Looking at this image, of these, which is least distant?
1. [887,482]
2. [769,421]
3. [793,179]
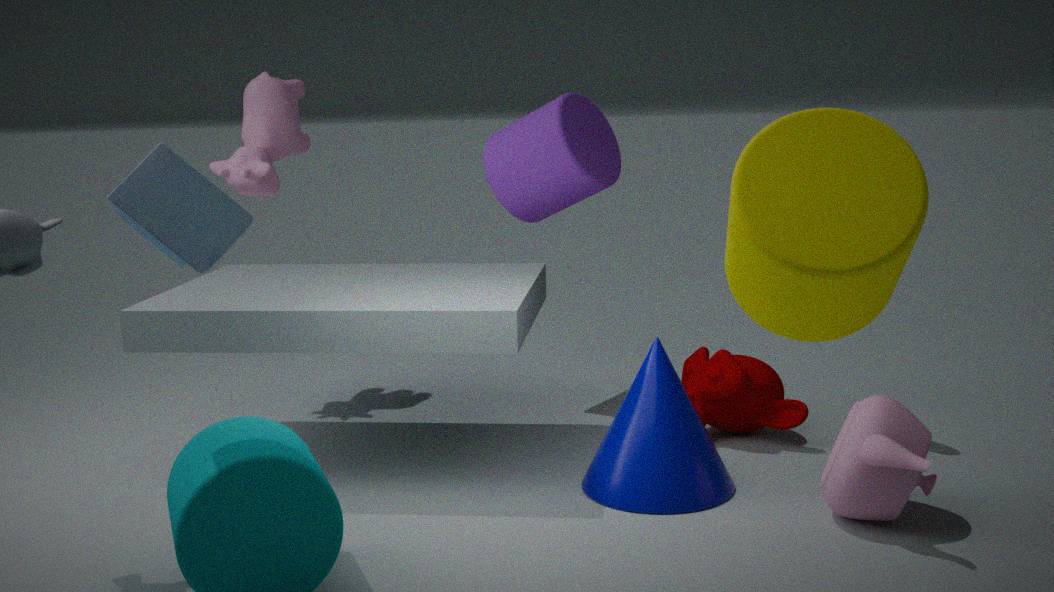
[793,179]
